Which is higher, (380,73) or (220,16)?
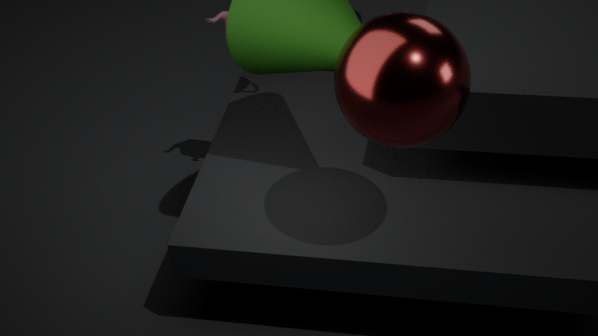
(380,73)
